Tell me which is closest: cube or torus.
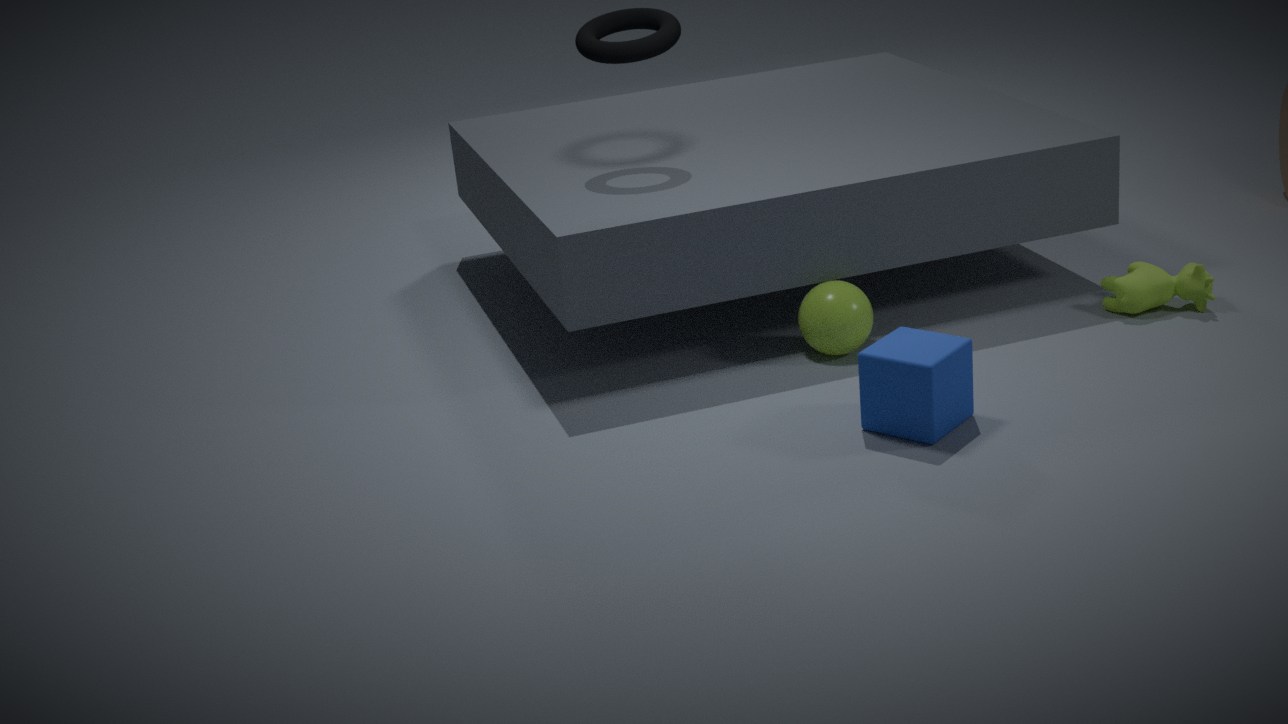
cube
